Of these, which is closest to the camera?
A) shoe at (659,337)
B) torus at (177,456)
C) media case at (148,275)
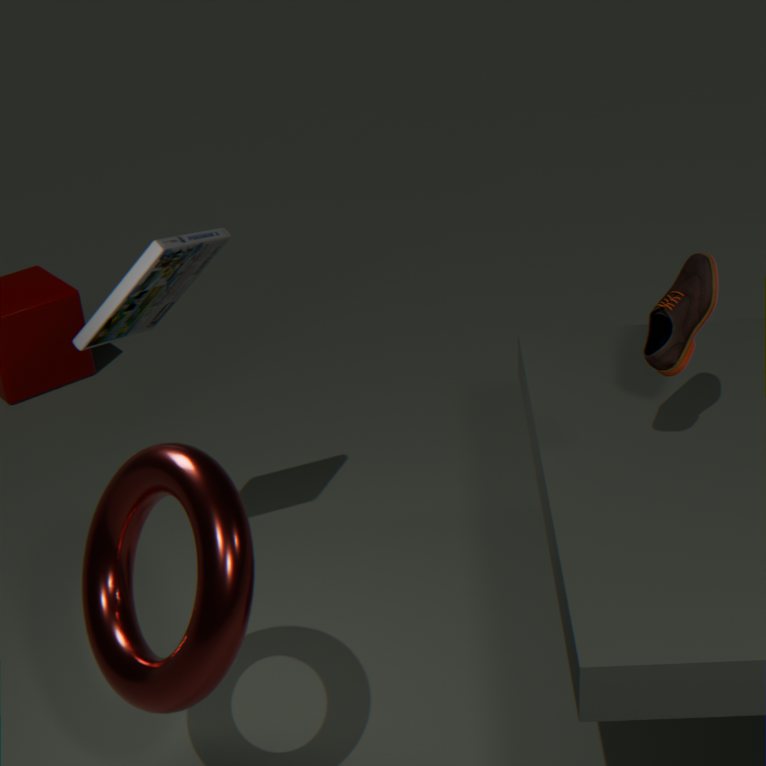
torus at (177,456)
